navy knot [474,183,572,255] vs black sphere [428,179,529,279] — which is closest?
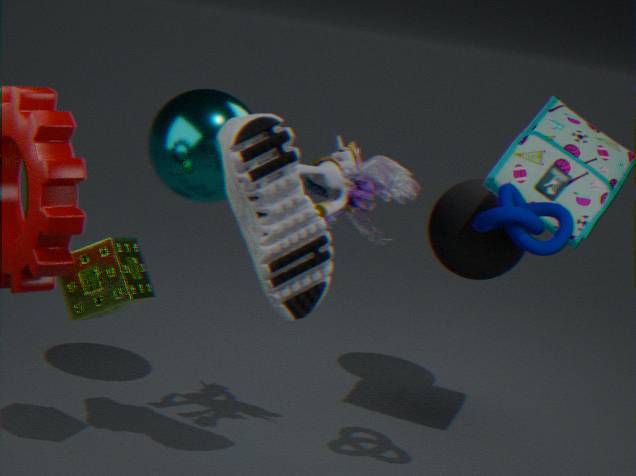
navy knot [474,183,572,255]
